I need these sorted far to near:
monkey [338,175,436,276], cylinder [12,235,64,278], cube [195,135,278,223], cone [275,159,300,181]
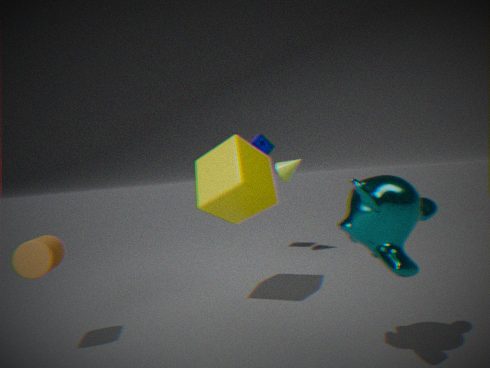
cone [275,159,300,181]
cube [195,135,278,223]
cylinder [12,235,64,278]
monkey [338,175,436,276]
